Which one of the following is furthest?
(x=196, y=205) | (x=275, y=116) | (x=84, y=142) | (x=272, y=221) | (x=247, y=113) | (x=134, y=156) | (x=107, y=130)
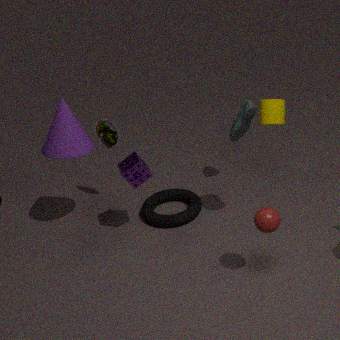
(x=196, y=205)
